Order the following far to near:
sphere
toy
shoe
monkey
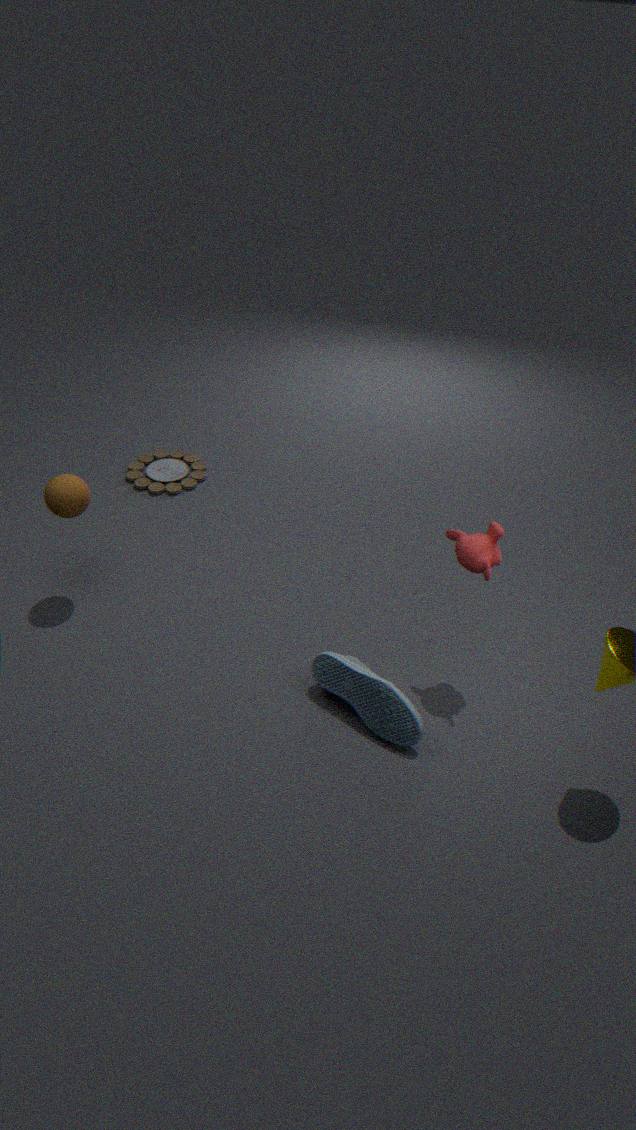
1. toy
2. sphere
3. monkey
4. shoe
